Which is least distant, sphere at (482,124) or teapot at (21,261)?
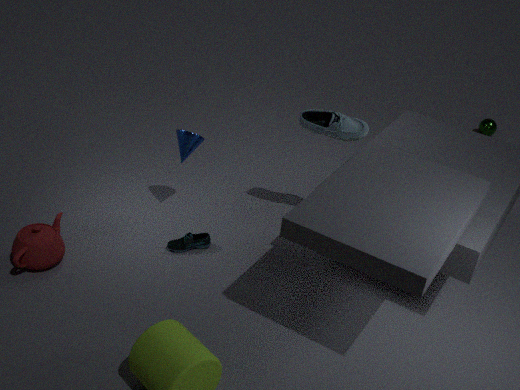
teapot at (21,261)
